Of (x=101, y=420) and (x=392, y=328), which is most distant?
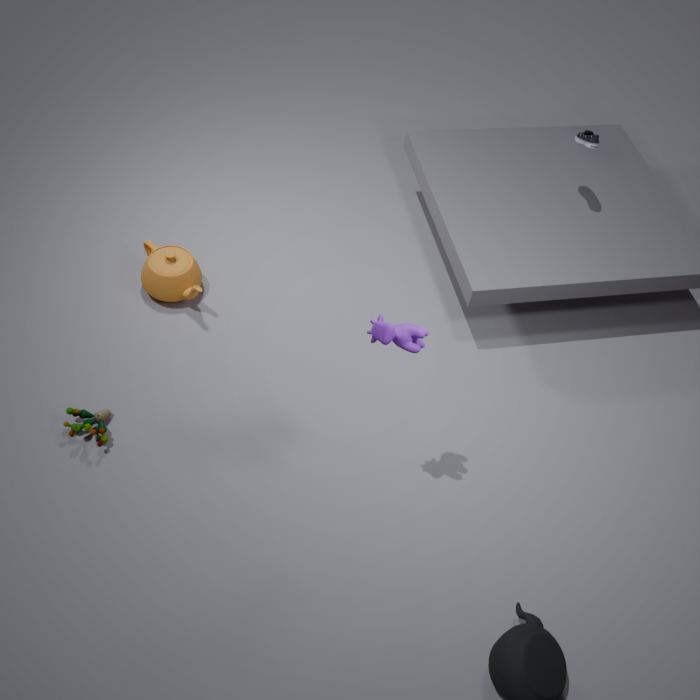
(x=101, y=420)
